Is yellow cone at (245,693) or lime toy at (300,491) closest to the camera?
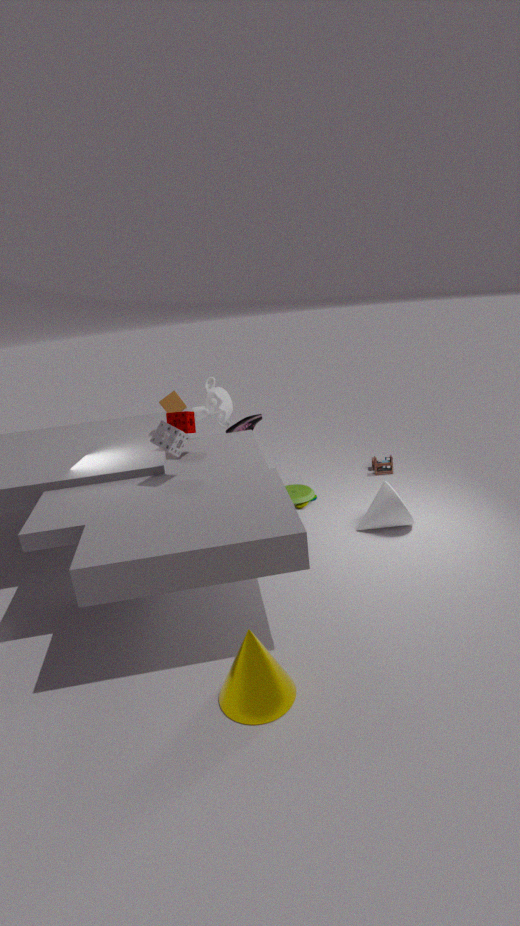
yellow cone at (245,693)
